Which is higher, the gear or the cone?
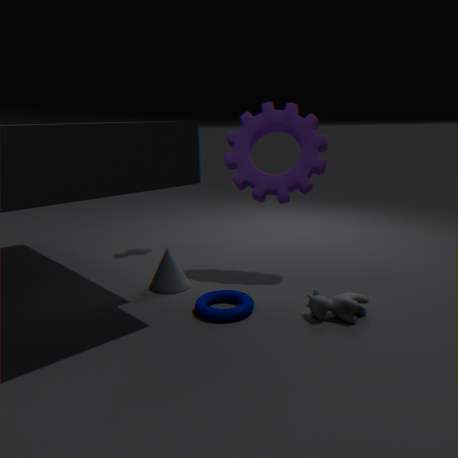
the gear
